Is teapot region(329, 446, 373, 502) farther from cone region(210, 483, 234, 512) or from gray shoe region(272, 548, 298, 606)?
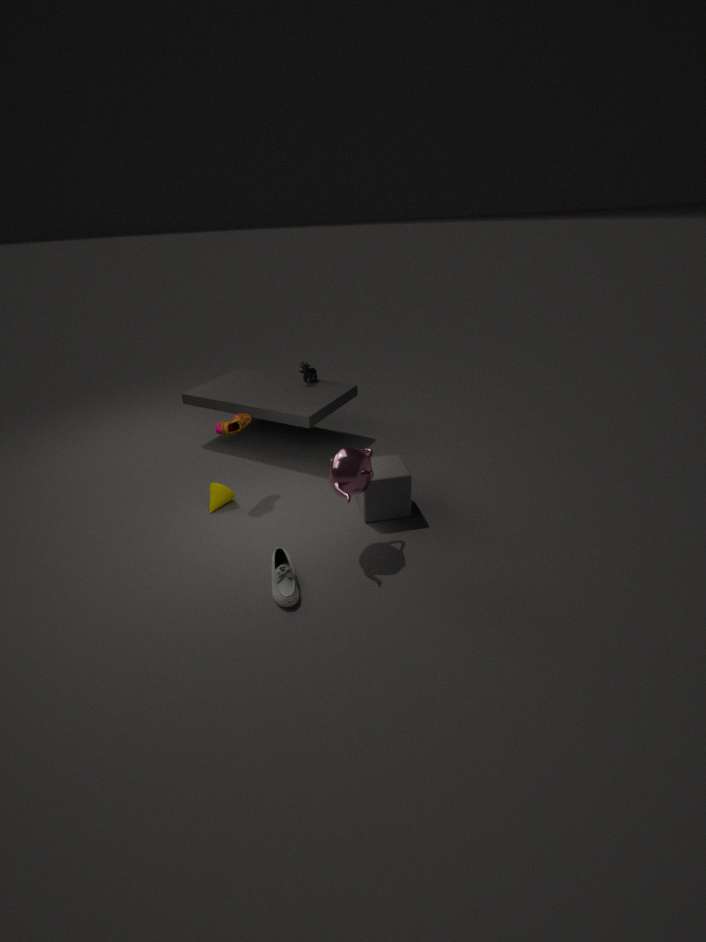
cone region(210, 483, 234, 512)
